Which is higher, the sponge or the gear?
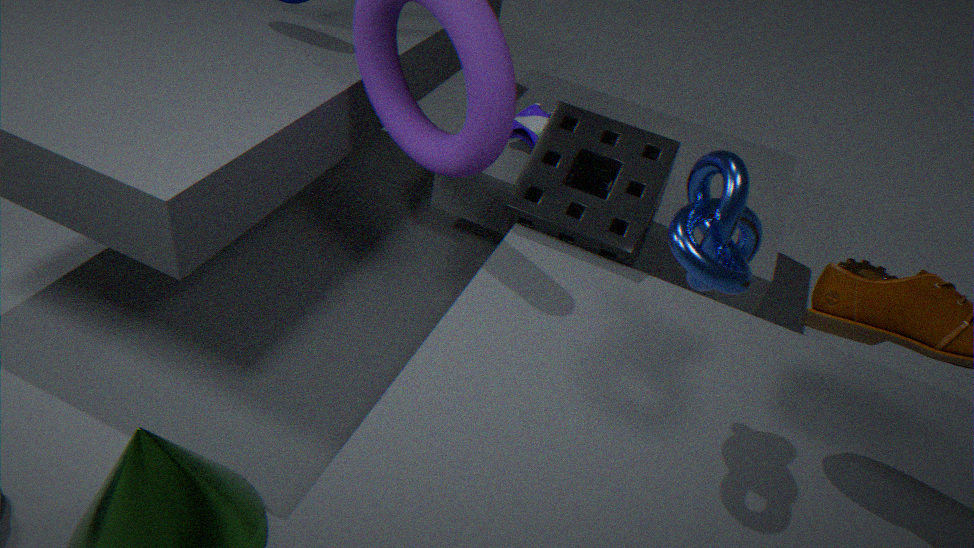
the sponge
